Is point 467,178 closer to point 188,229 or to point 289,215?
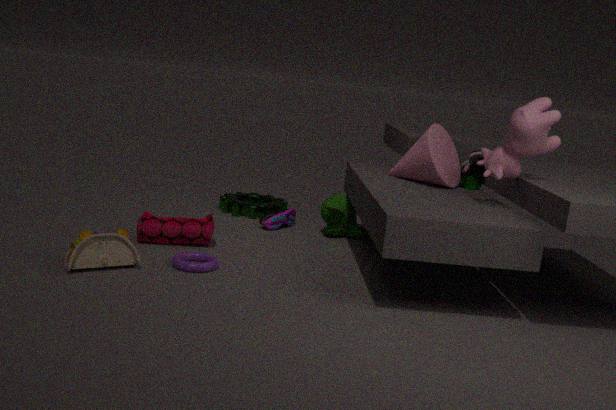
point 289,215
